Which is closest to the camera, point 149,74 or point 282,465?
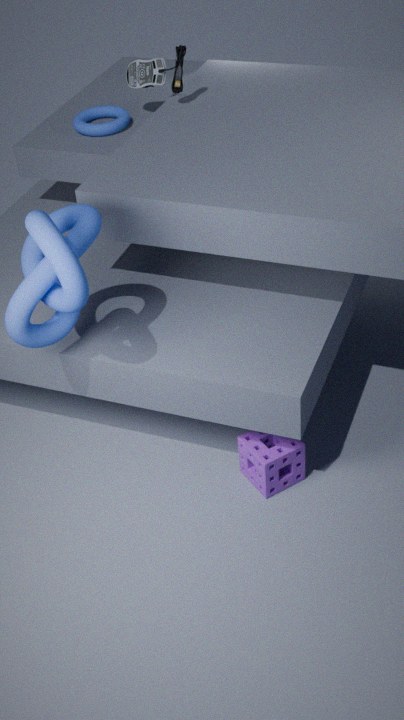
point 282,465
